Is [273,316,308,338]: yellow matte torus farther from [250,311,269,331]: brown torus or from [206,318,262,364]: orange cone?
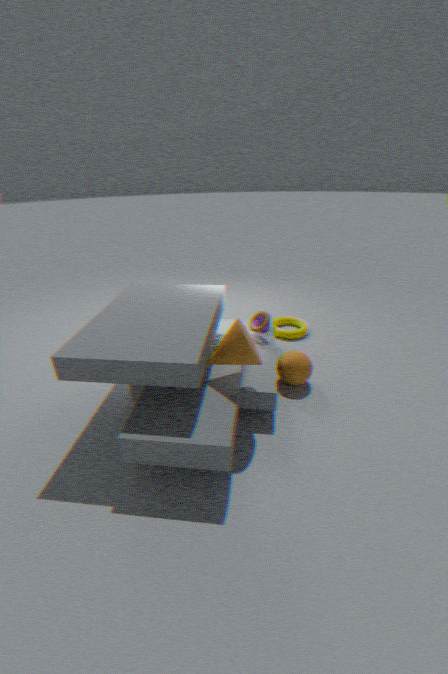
[206,318,262,364]: orange cone
